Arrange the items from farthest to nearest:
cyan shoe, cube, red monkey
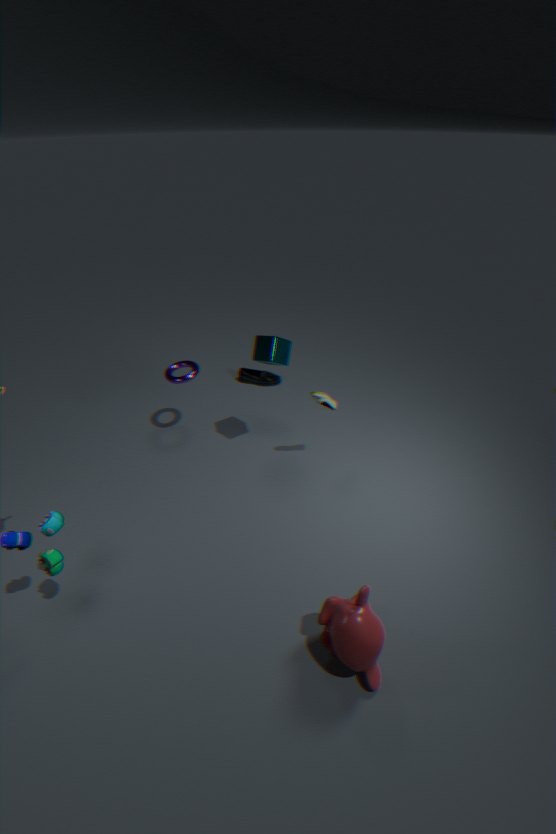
1. cyan shoe
2. cube
3. red monkey
